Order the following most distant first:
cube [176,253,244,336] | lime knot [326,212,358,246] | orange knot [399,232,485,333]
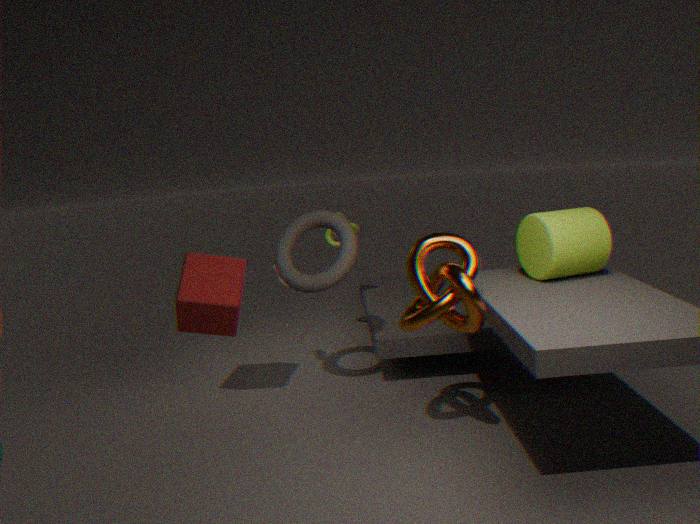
lime knot [326,212,358,246] → cube [176,253,244,336] → orange knot [399,232,485,333]
